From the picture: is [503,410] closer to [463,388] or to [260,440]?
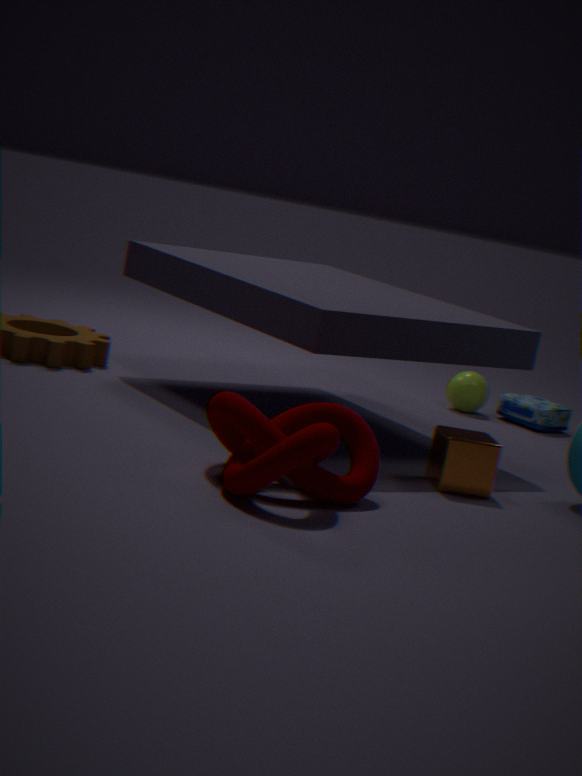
[463,388]
